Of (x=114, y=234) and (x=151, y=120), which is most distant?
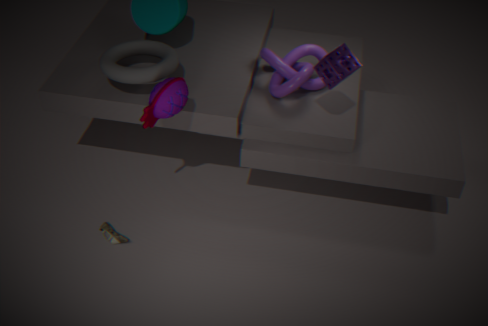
(x=114, y=234)
